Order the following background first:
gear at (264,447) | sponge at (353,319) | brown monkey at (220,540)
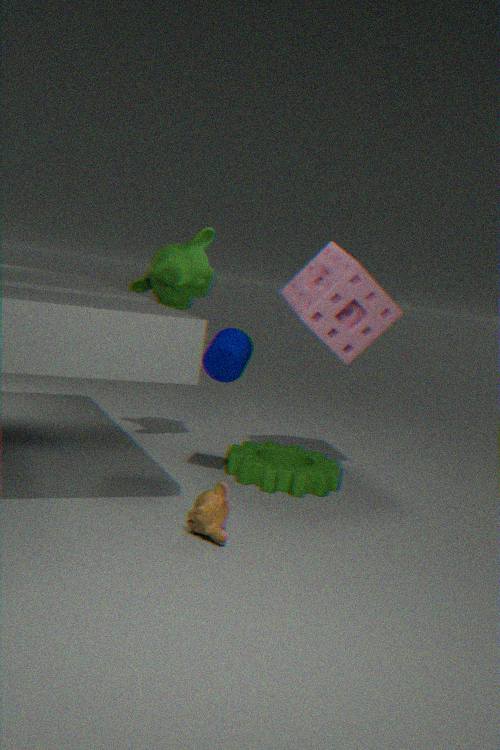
sponge at (353,319), gear at (264,447), brown monkey at (220,540)
